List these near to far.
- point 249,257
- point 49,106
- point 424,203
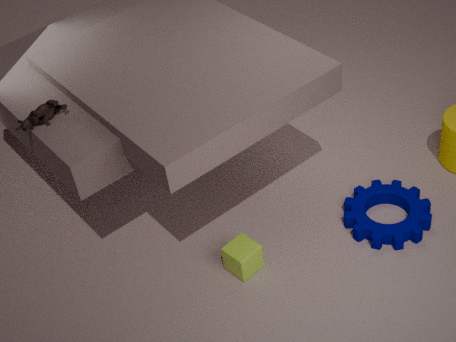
1. point 49,106
2. point 249,257
3. point 424,203
